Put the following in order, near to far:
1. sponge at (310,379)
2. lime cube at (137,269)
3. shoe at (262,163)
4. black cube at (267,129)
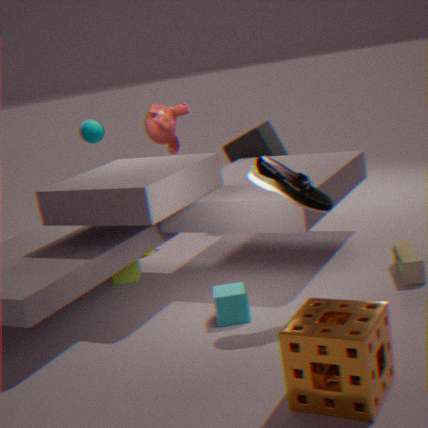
sponge at (310,379) → shoe at (262,163) → lime cube at (137,269) → black cube at (267,129)
